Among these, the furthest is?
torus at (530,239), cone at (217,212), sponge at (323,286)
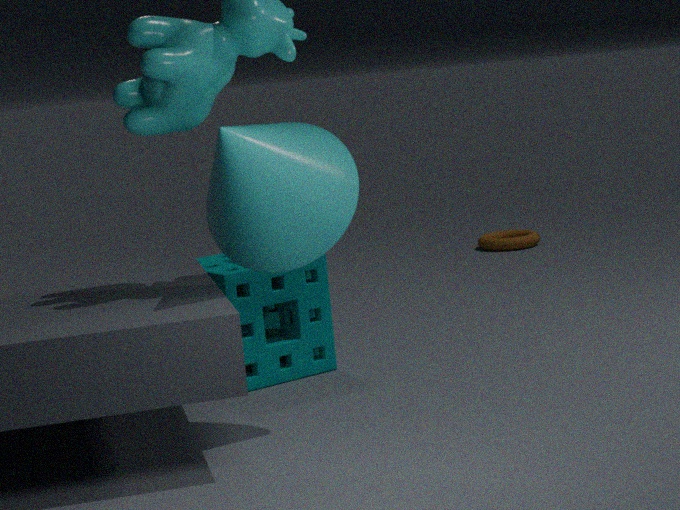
torus at (530,239)
